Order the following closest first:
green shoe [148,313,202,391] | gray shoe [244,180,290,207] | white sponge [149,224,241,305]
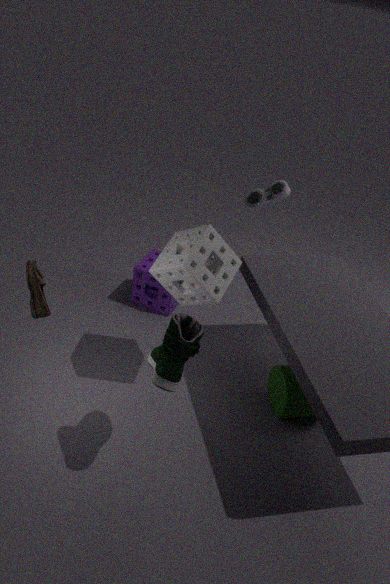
1. green shoe [148,313,202,391]
2. white sponge [149,224,241,305]
3. gray shoe [244,180,290,207]
